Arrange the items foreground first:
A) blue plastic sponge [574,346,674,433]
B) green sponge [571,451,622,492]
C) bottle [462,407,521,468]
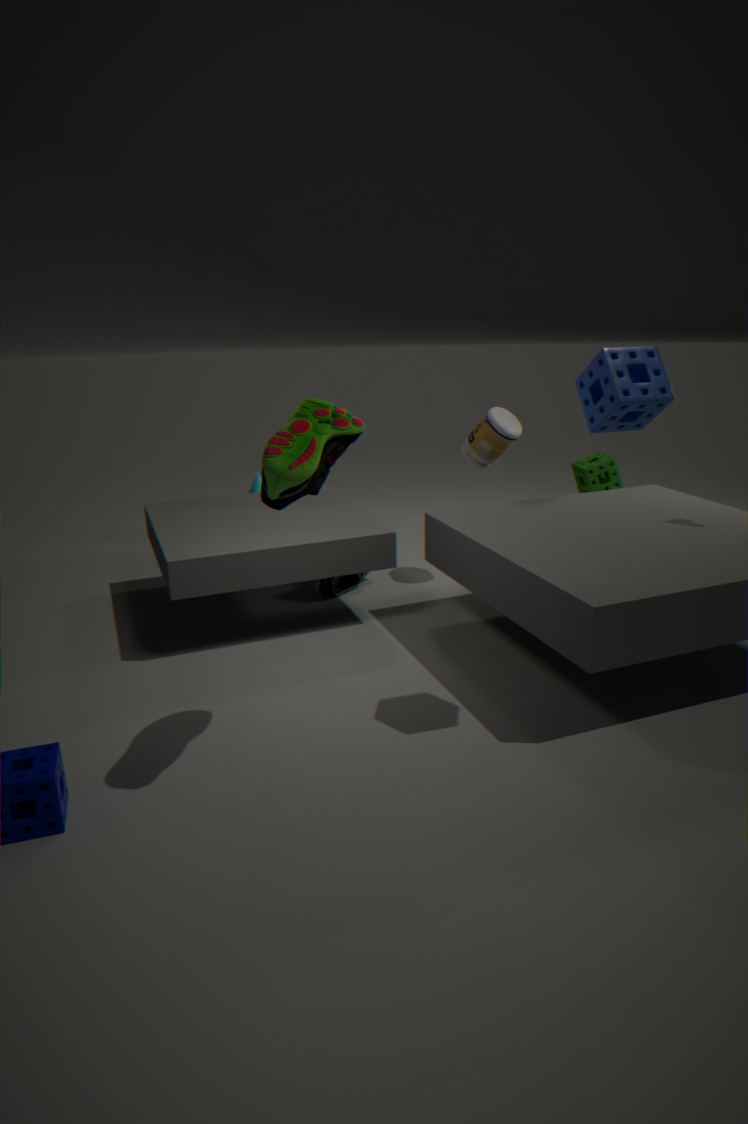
1. blue plastic sponge [574,346,674,433]
2. bottle [462,407,521,468]
3. green sponge [571,451,622,492]
